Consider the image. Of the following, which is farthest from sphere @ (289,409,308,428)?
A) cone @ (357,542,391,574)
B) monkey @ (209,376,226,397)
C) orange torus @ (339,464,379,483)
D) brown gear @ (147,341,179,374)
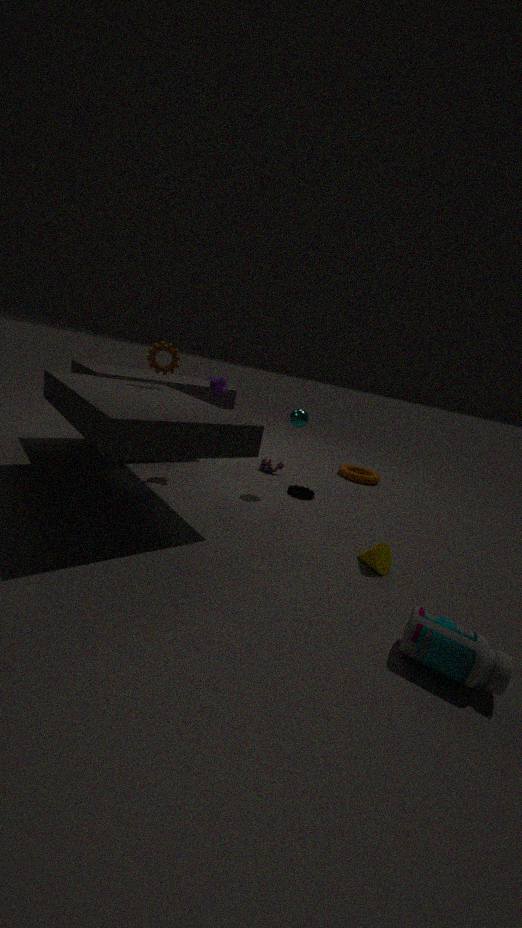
orange torus @ (339,464,379,483)
